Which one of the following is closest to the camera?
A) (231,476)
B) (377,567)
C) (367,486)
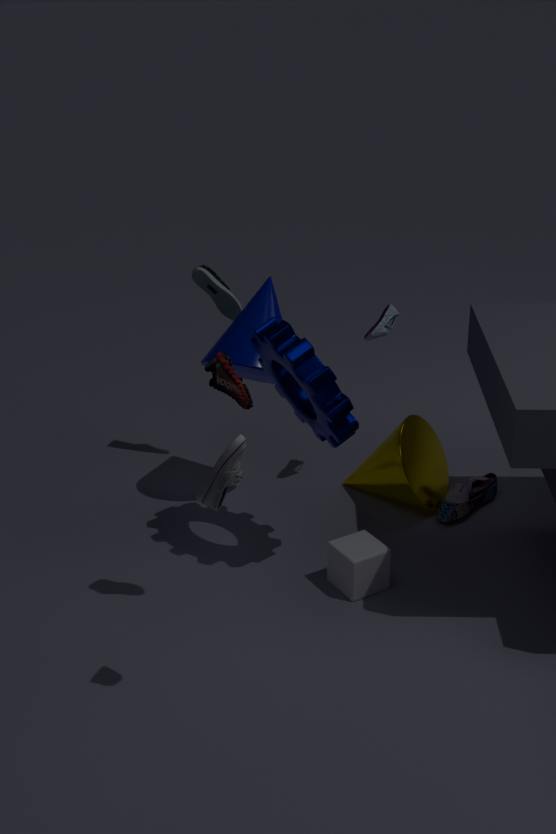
(231,476)
